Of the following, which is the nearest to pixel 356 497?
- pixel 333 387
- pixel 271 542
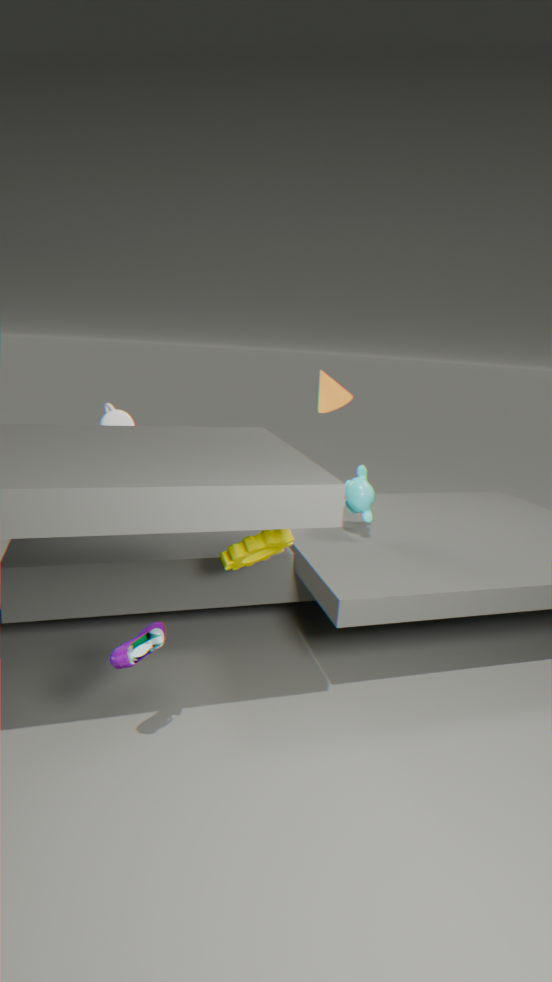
pixel 271 542
